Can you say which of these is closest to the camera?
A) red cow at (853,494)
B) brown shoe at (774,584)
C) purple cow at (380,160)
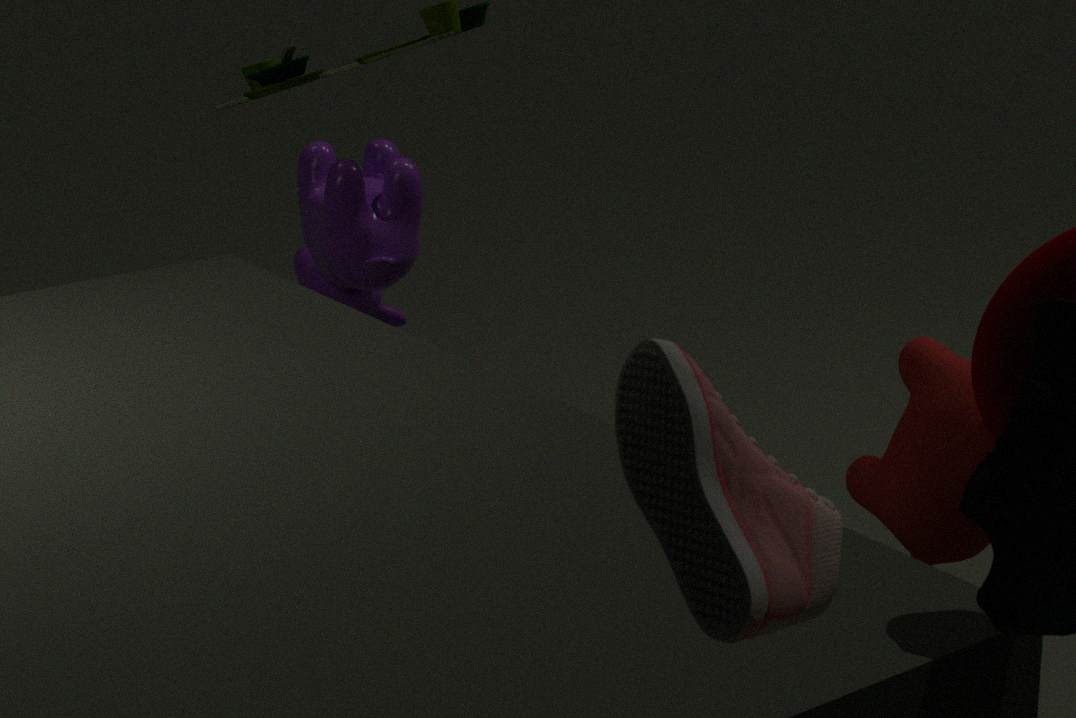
brown shoe at (774,584)
